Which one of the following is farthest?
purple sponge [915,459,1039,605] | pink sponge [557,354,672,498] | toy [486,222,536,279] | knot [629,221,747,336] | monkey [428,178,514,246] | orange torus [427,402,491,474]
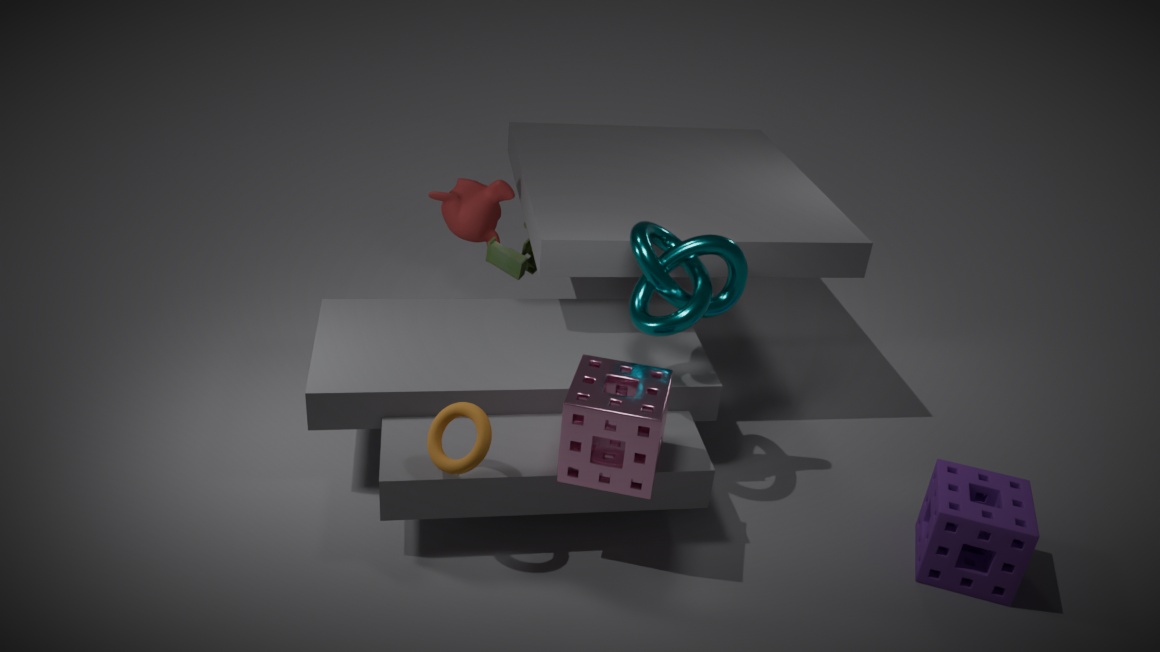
monkey [428,178,514,246]
